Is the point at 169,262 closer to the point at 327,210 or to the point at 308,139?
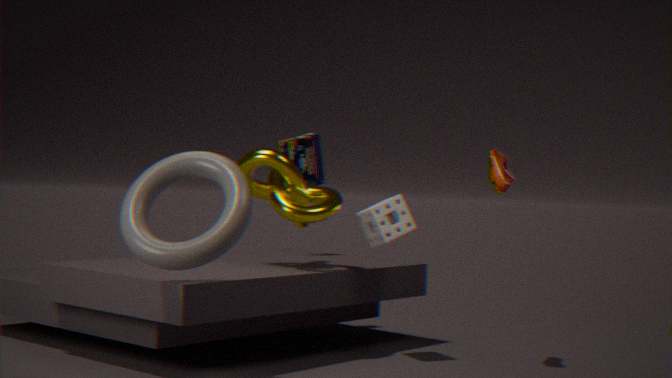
the point at 327,210
